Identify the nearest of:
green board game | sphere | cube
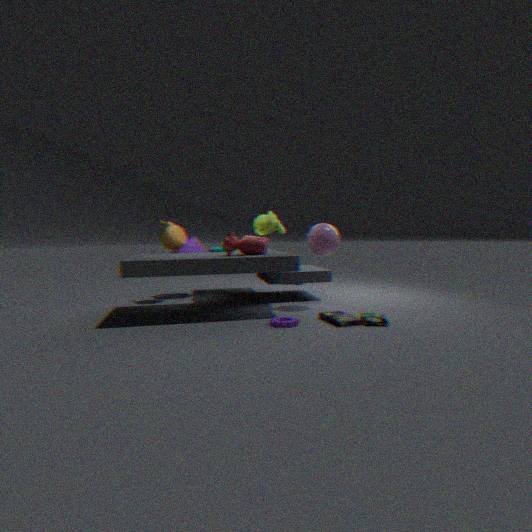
green board game
